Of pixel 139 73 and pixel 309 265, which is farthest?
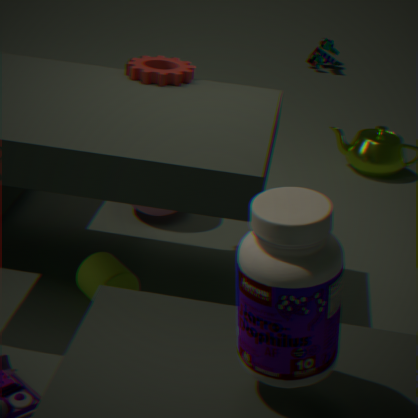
pixel 139 73
